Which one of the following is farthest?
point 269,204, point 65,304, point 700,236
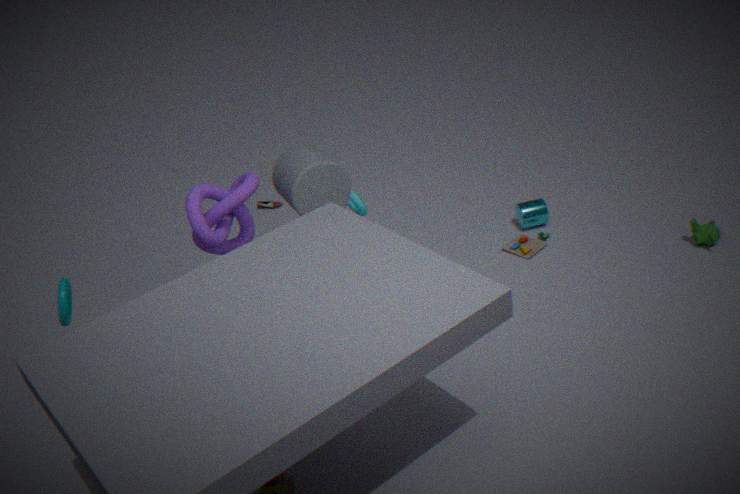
point 269,204
